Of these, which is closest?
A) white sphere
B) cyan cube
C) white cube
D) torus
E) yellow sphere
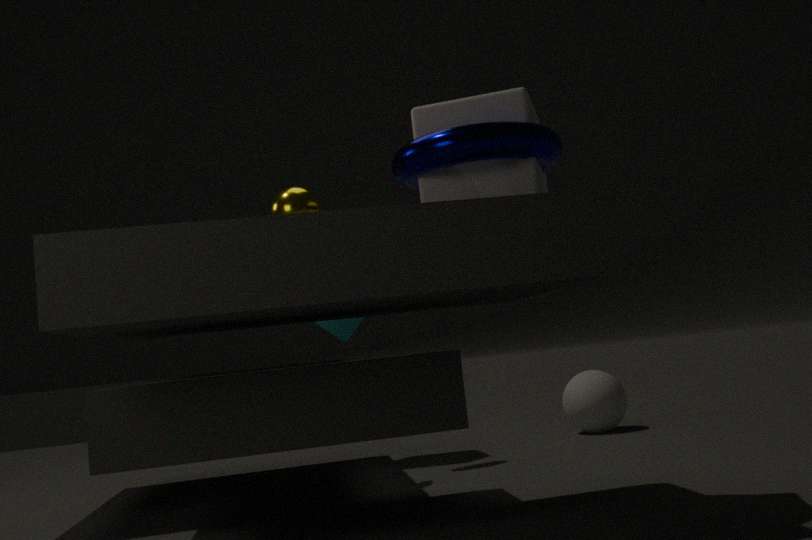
torus
